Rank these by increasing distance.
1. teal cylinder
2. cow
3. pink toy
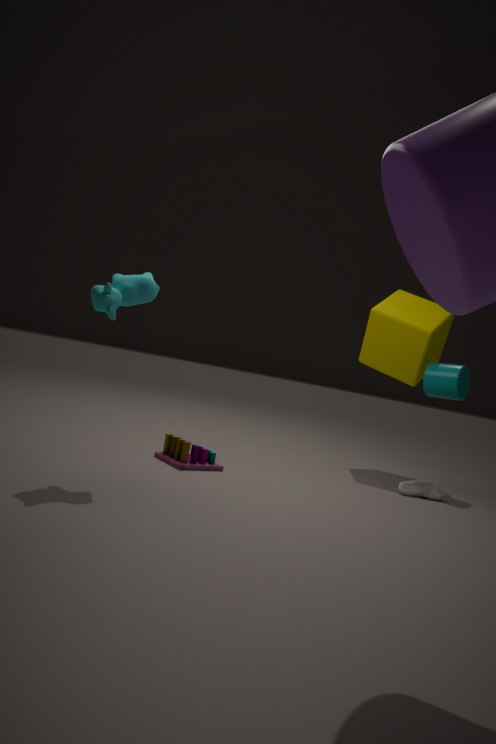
cow → pink toy → teal cylinder
